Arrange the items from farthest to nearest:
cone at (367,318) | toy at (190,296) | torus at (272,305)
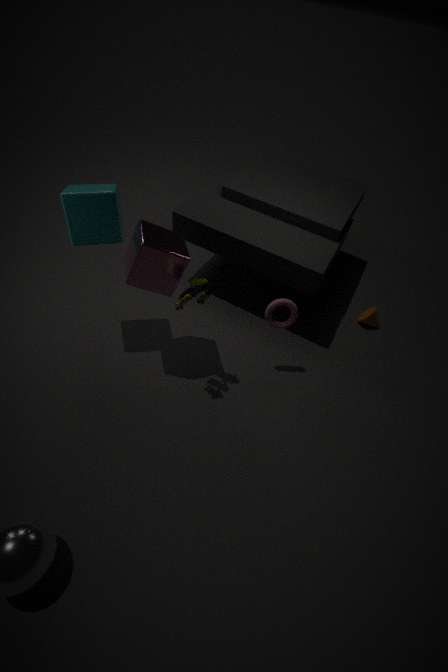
1. cone at (367,318)
2. torus at (272,305)
3. toy at (190,296)
